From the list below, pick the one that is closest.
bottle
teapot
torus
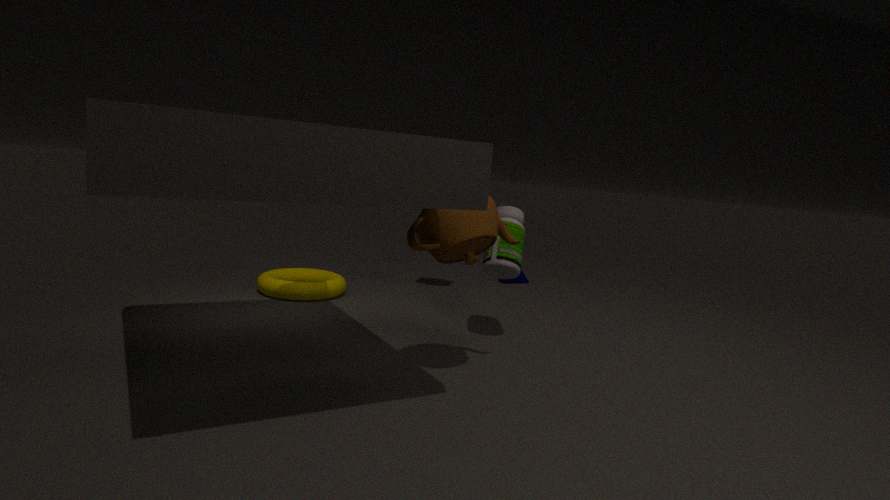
teapot
